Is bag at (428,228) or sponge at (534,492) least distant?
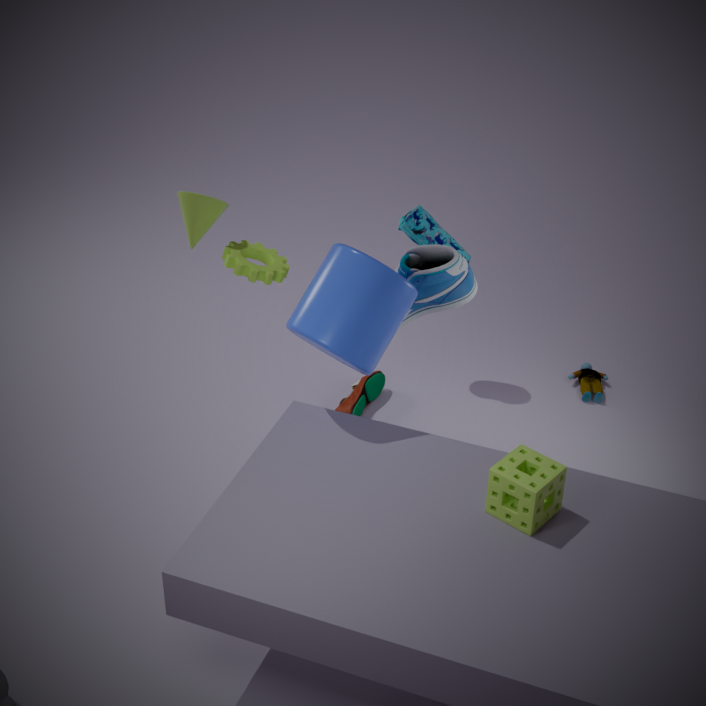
sponge at (534,492)
